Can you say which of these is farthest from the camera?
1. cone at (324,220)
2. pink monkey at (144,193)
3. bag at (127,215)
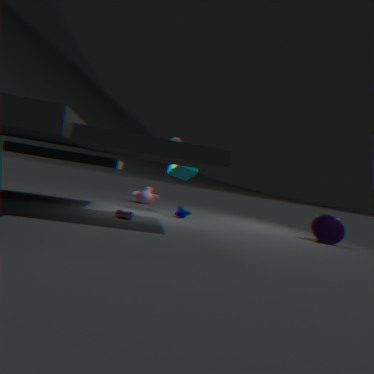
pink monkey at (144,193)
